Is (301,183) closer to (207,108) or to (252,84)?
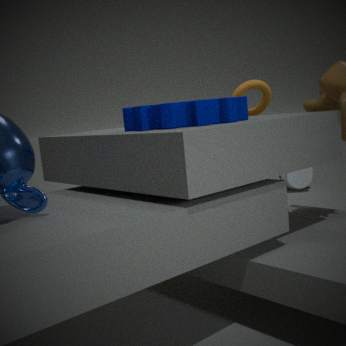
(252,84)
